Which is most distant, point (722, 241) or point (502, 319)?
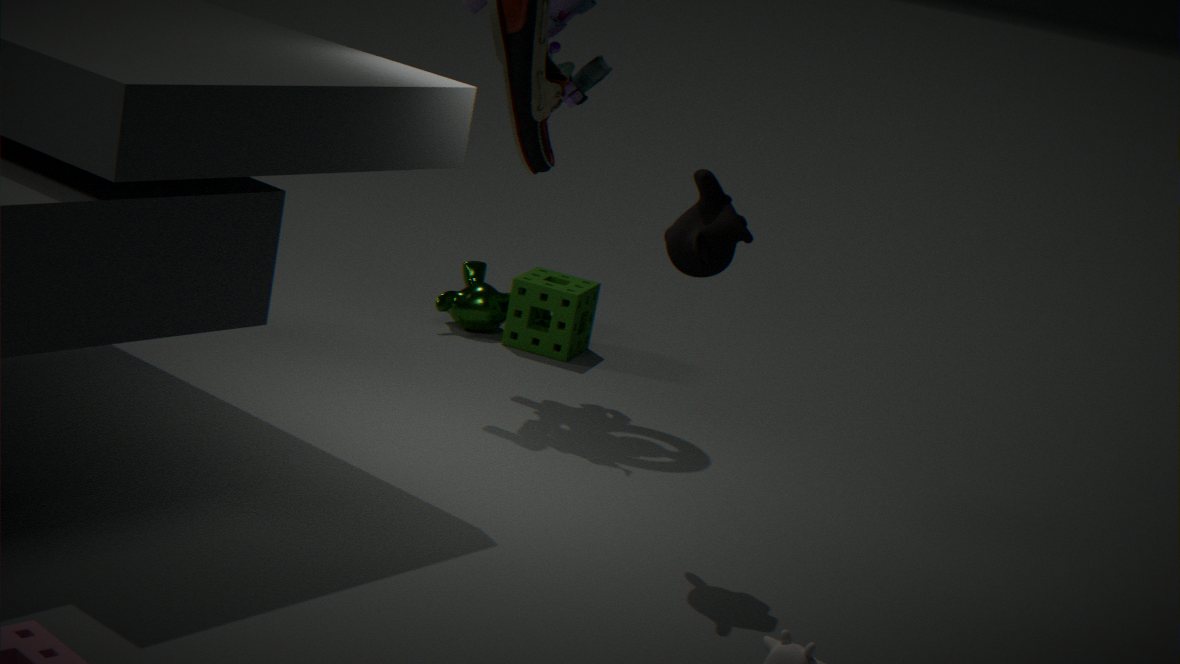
point (502, 319)
